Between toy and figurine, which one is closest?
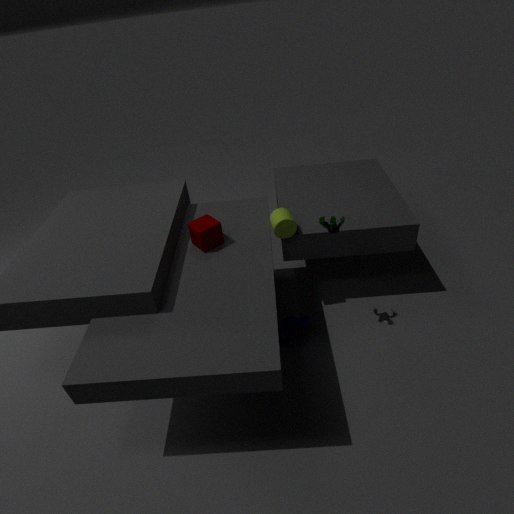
figurine
